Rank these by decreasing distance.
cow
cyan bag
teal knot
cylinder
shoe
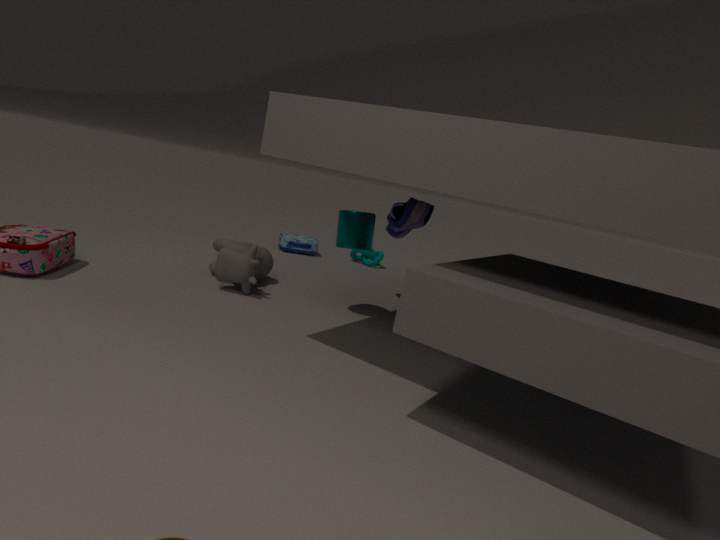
teal knot < cyan bag < shoe < cow < cylinder
